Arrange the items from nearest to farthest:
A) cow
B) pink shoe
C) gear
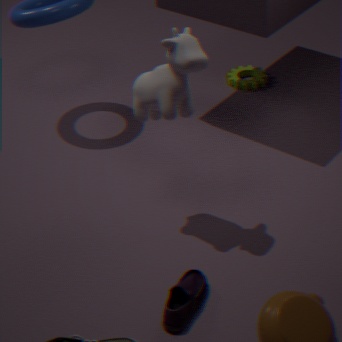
pink shoe, cow, gear
